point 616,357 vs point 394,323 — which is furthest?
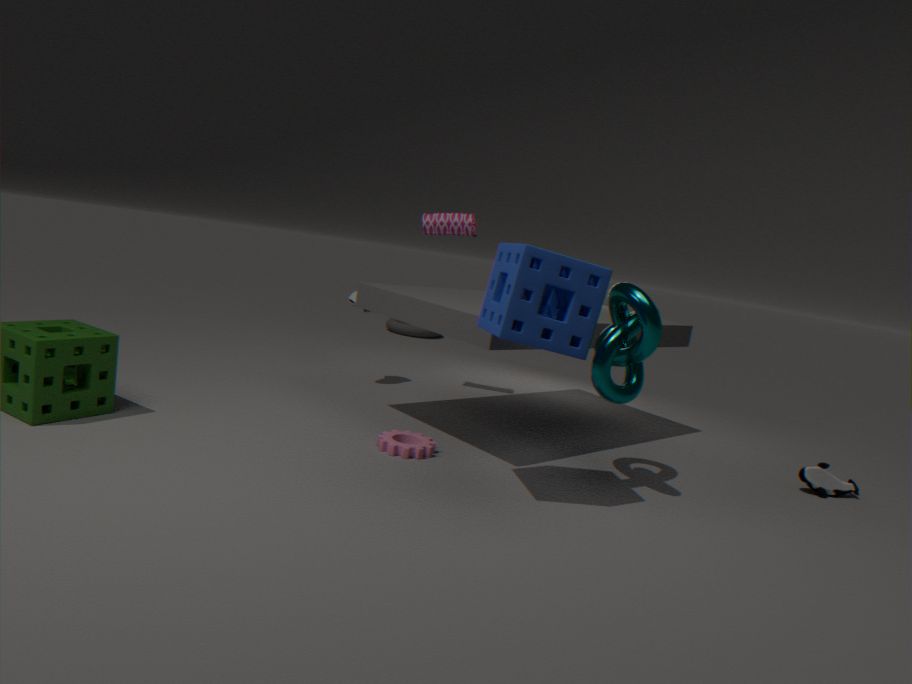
point 394,323
